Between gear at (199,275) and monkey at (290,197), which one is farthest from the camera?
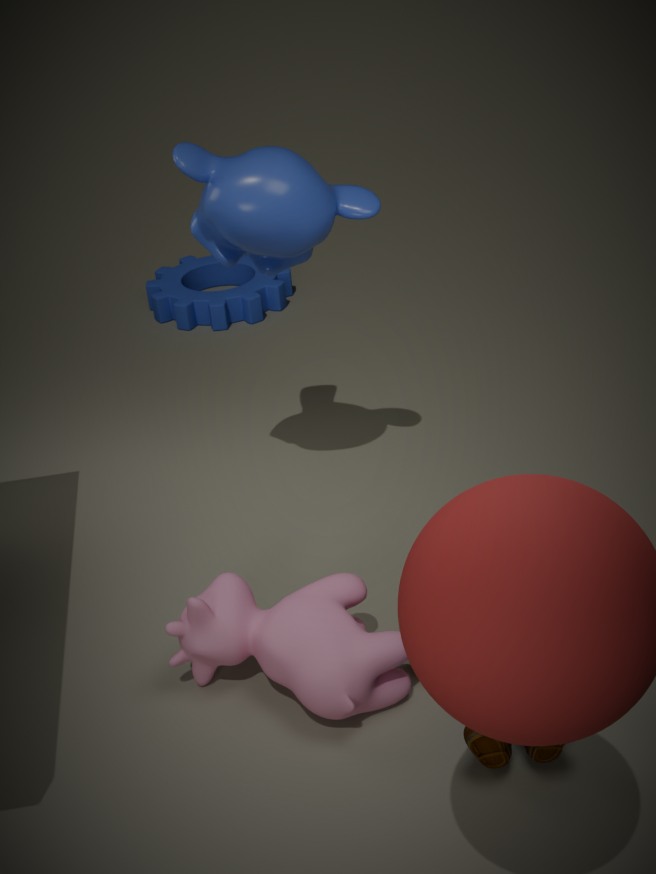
gear at (199,275)
